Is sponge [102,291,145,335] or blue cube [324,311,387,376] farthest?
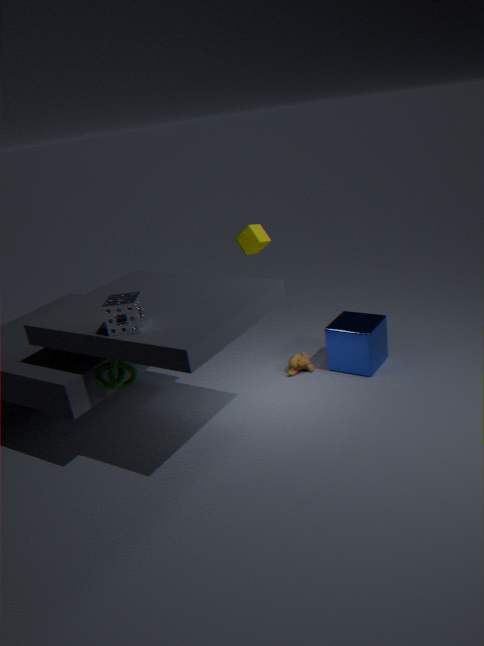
blue cube [324,311,387,376]
